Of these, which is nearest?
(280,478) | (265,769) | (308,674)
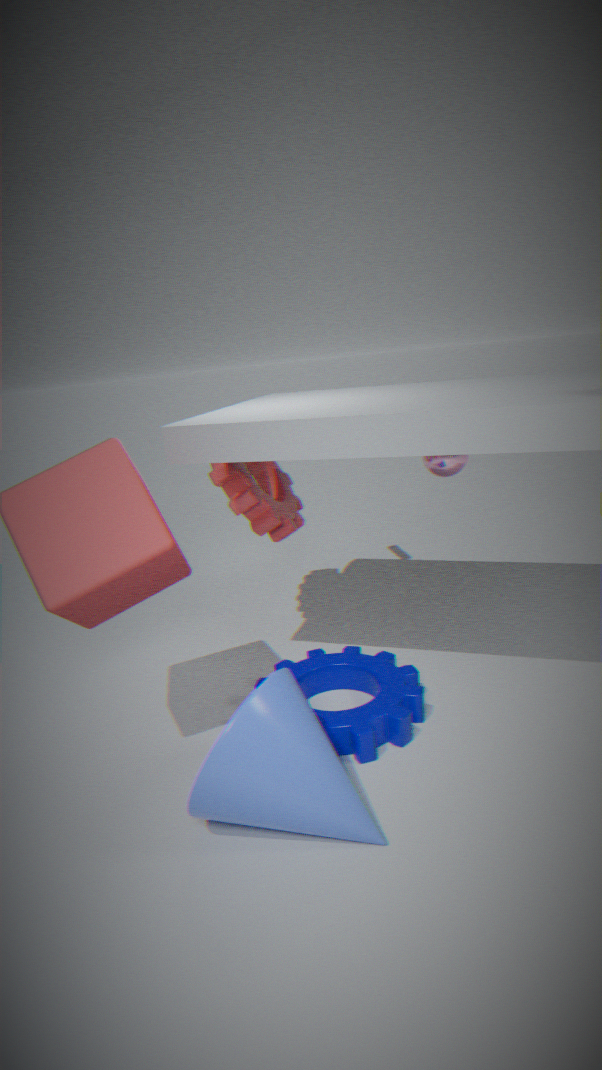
(265,769)
